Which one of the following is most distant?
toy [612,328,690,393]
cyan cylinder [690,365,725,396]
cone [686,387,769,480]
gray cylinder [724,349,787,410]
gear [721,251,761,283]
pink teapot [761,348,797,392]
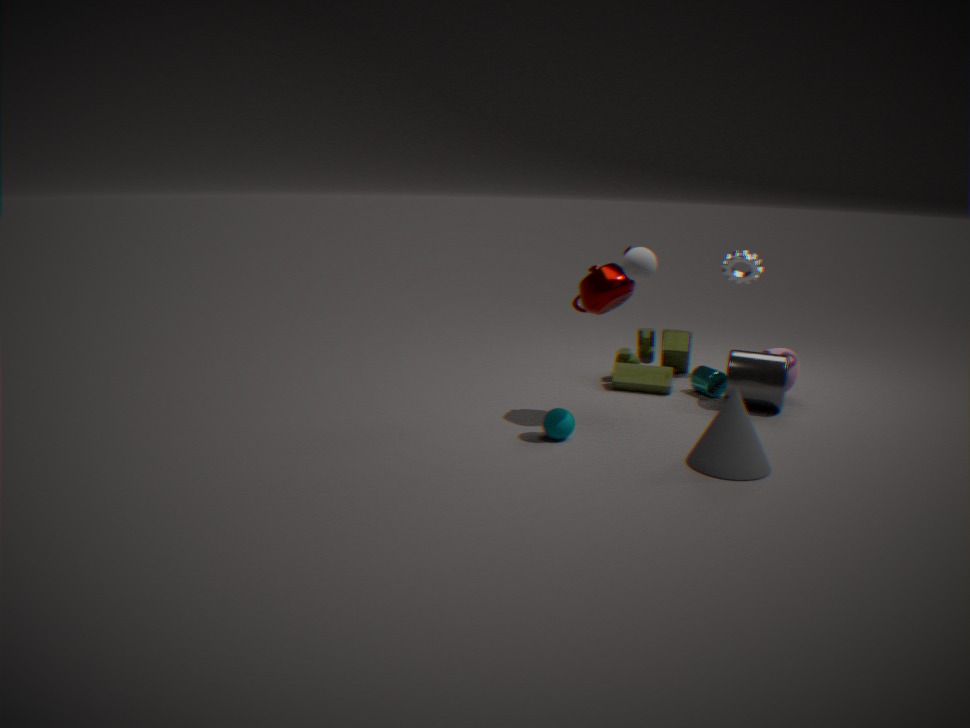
gear [721,251,761,283]
